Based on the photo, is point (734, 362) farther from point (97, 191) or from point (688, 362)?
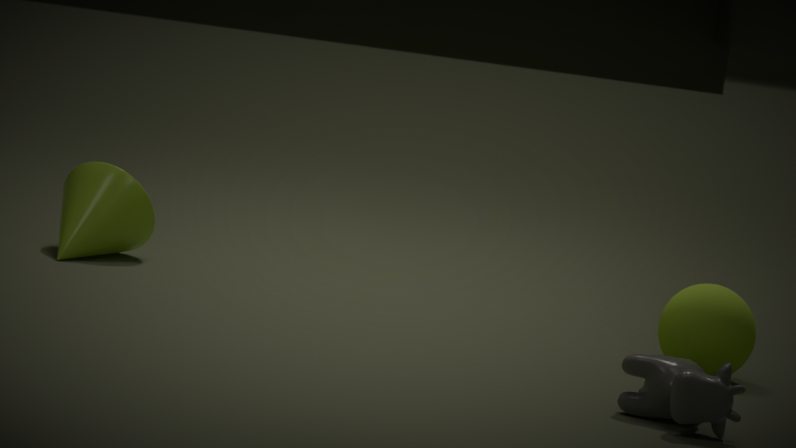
point (97, 191)
